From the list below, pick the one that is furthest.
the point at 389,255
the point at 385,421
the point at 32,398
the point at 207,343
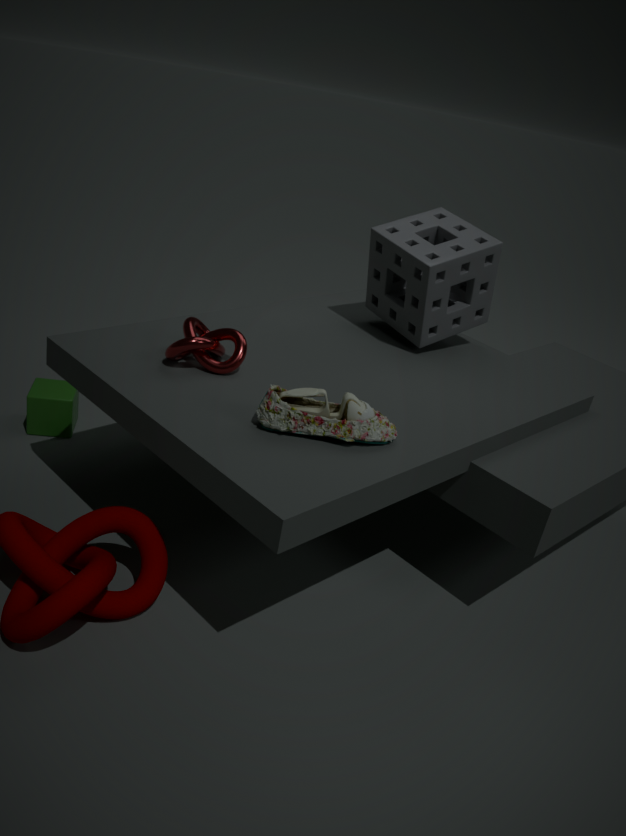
the point at 32,398
